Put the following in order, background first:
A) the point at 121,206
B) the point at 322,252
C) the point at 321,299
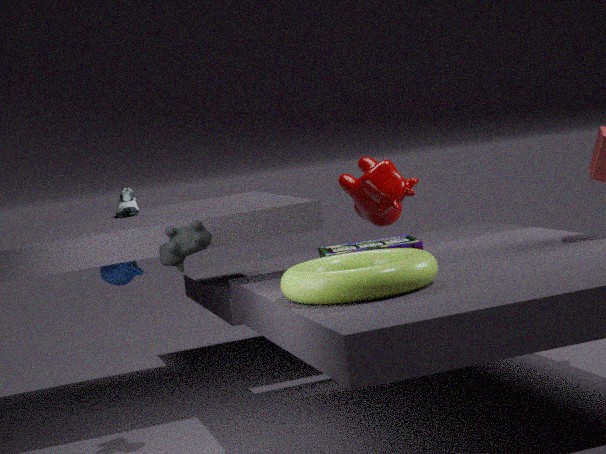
the point at 121,206 < the point at 322,252 < the point at 321,299
